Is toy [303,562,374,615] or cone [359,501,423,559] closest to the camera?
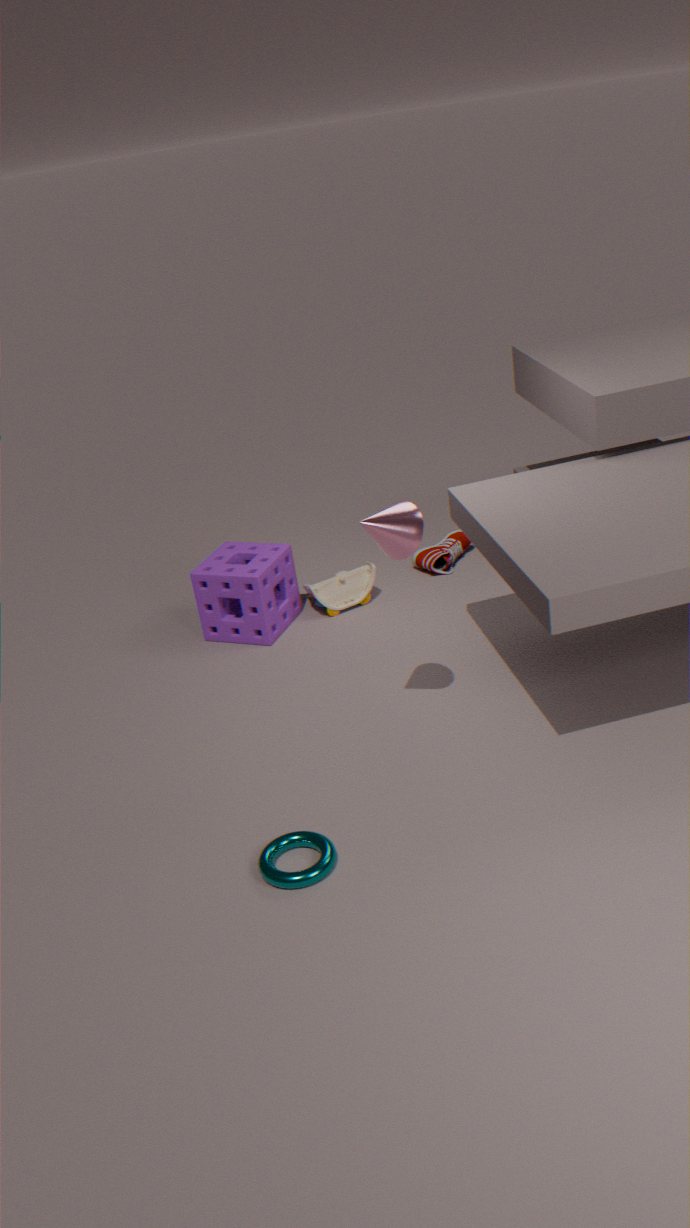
cone [359,501,423,559]
